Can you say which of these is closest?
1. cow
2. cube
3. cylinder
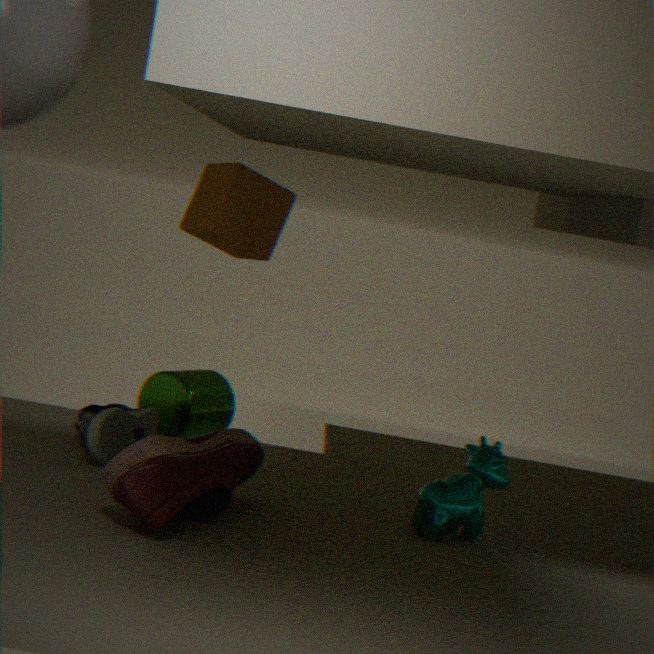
cow
